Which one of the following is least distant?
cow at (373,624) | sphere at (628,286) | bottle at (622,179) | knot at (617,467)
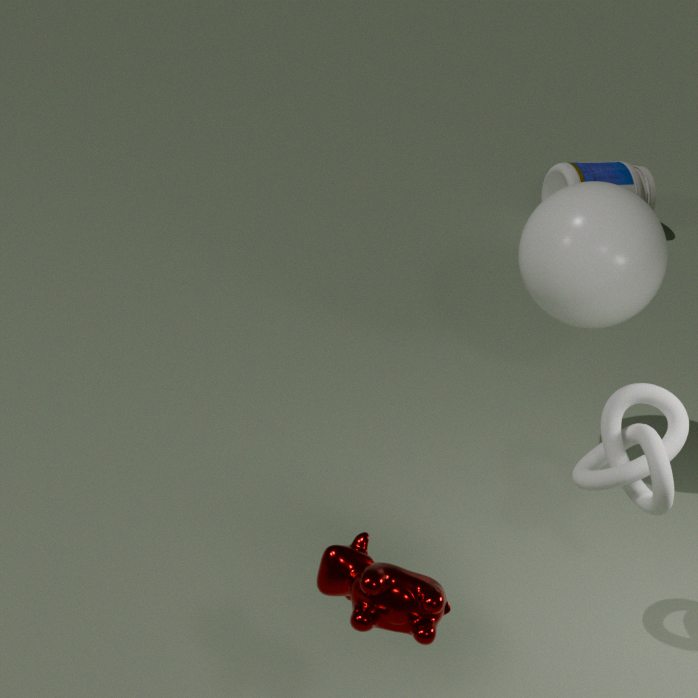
cow at (373,624)
